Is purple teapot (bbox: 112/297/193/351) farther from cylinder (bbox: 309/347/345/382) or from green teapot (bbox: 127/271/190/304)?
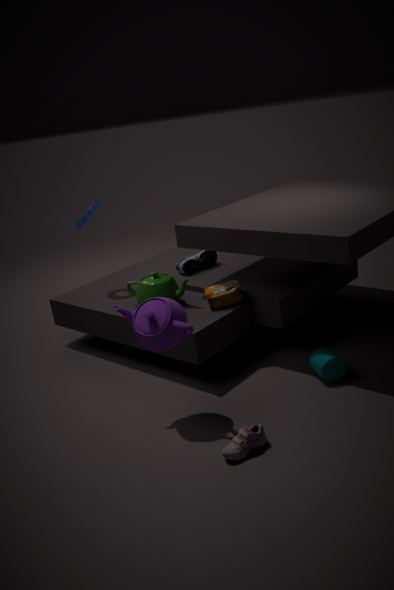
cylinder (bbox: 309/347/345/382)
